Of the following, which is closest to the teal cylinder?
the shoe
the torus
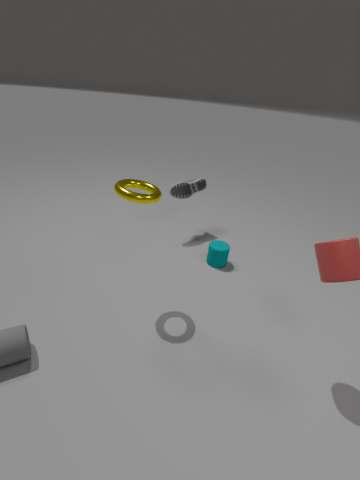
the shoe
